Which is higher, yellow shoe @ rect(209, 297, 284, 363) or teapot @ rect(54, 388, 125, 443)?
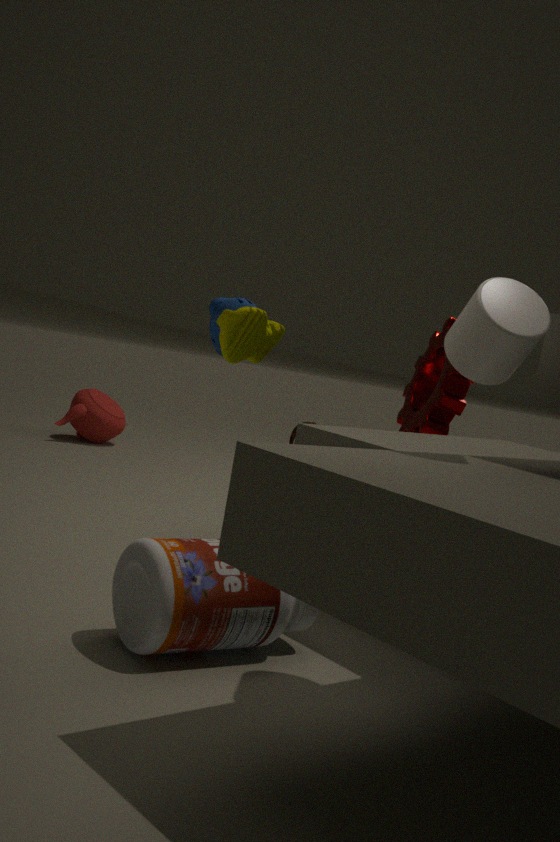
yellow shoe @ rect(209, 297, 284, 363)
